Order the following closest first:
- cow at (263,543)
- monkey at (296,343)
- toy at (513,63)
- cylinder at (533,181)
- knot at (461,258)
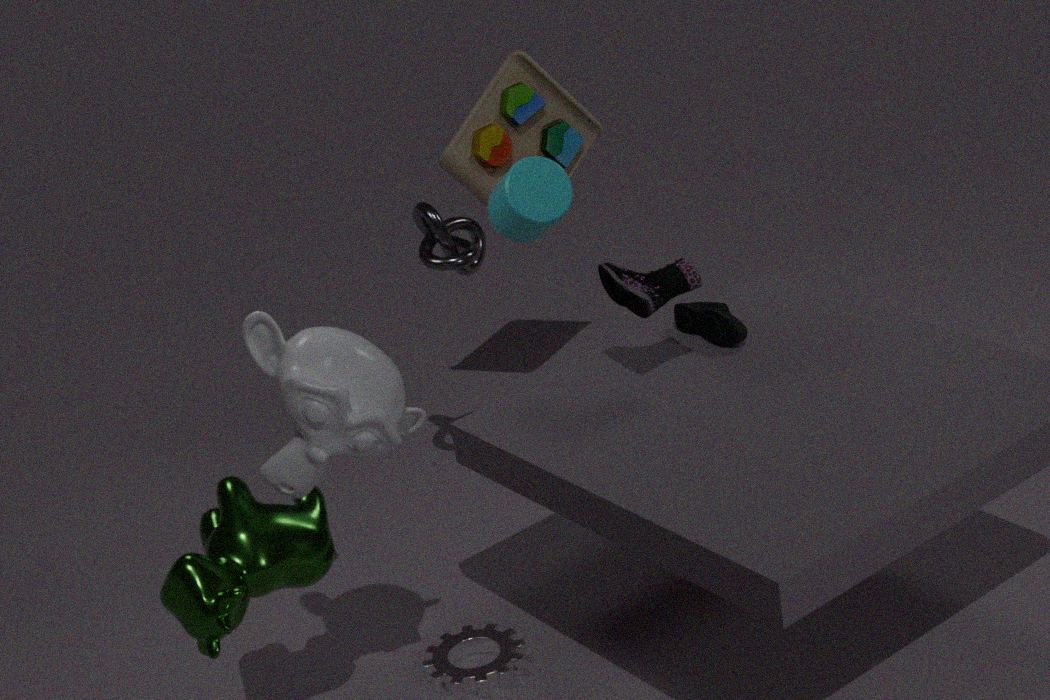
monkey at (296,343) < cow at (263,543) < cylinder at (533,181) < knot at (461,258) < toy at (513,63)
